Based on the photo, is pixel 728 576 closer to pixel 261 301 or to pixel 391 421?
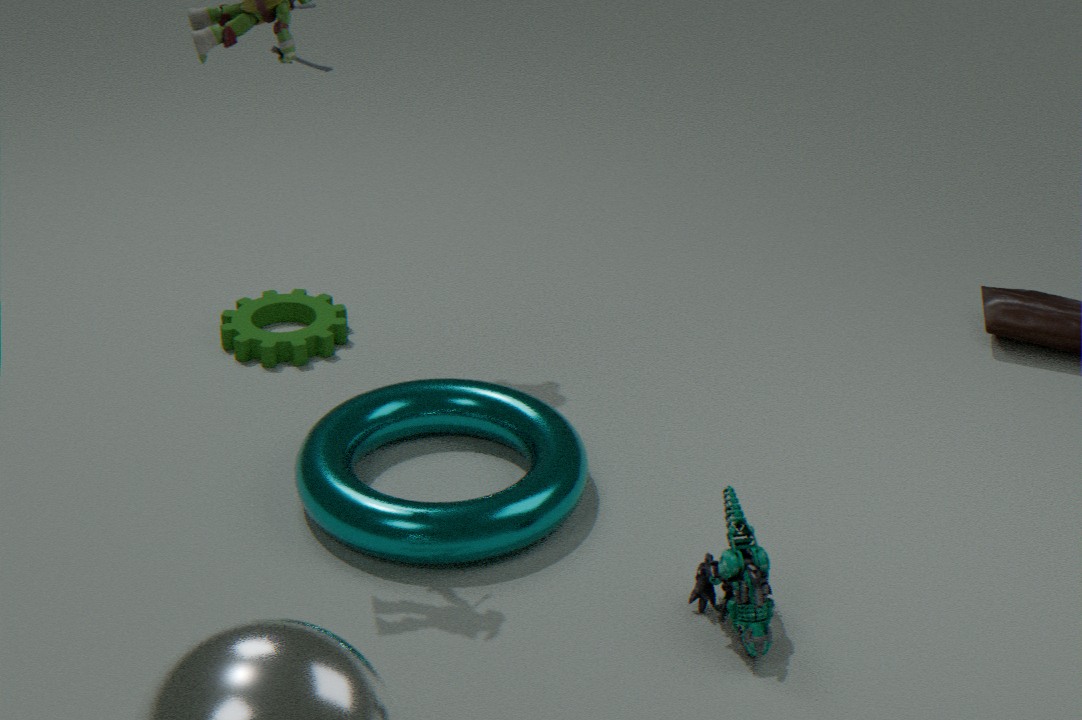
pixel 391 421
